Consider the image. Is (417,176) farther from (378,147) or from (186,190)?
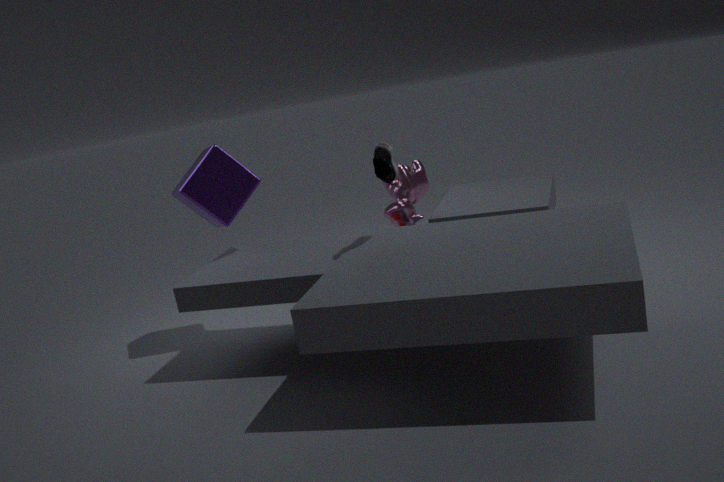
(186,190)
